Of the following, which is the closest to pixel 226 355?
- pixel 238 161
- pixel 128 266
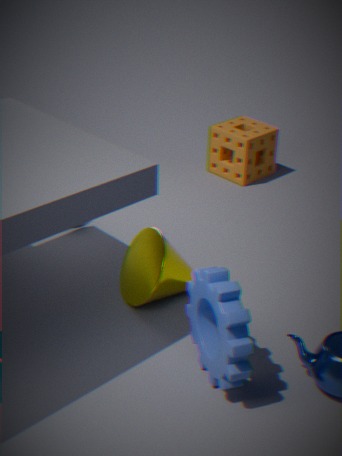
pixel 128 266
